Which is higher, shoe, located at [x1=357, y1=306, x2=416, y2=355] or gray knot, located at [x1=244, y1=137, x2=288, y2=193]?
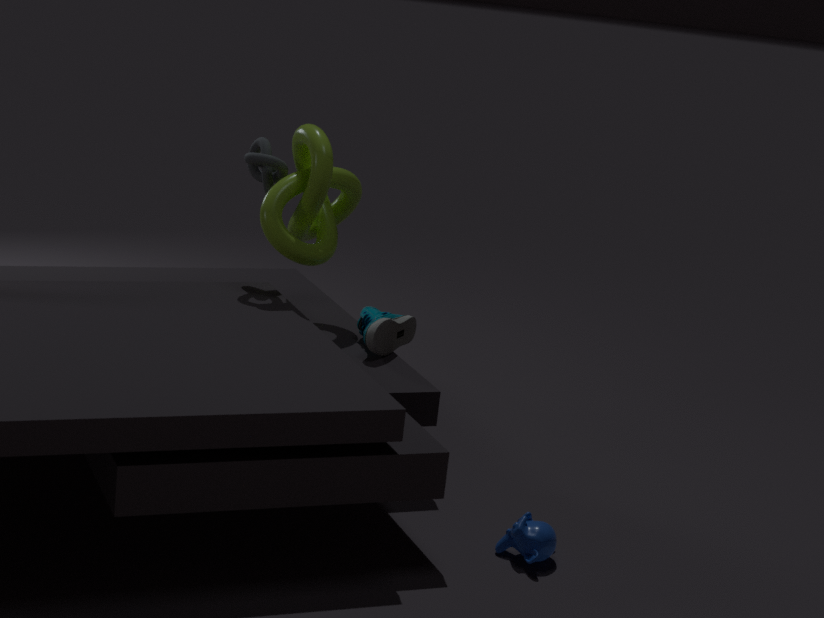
gray knot, located at [x1=244, y1=137, x2=288, y2=193]
